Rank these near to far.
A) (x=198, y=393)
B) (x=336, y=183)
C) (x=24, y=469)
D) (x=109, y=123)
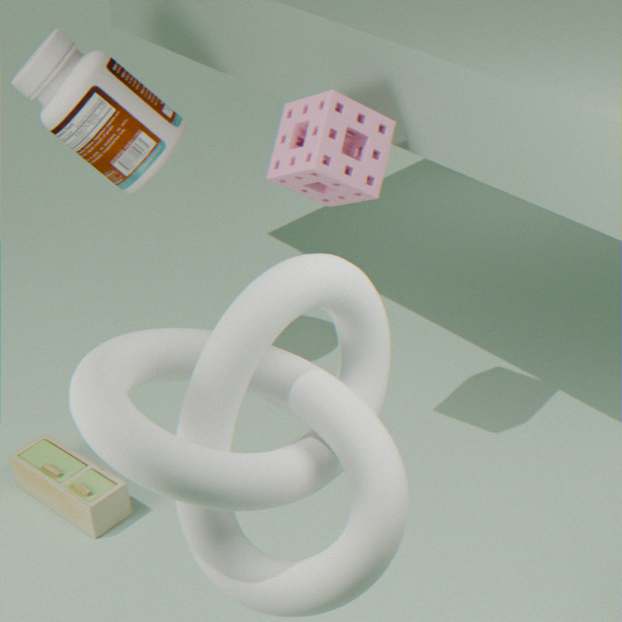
1. A. (x=198, y=393)
2. B. (x=336, y=183)
3. D. (x=109, y=123)
4. C. (x=24, y=469)
